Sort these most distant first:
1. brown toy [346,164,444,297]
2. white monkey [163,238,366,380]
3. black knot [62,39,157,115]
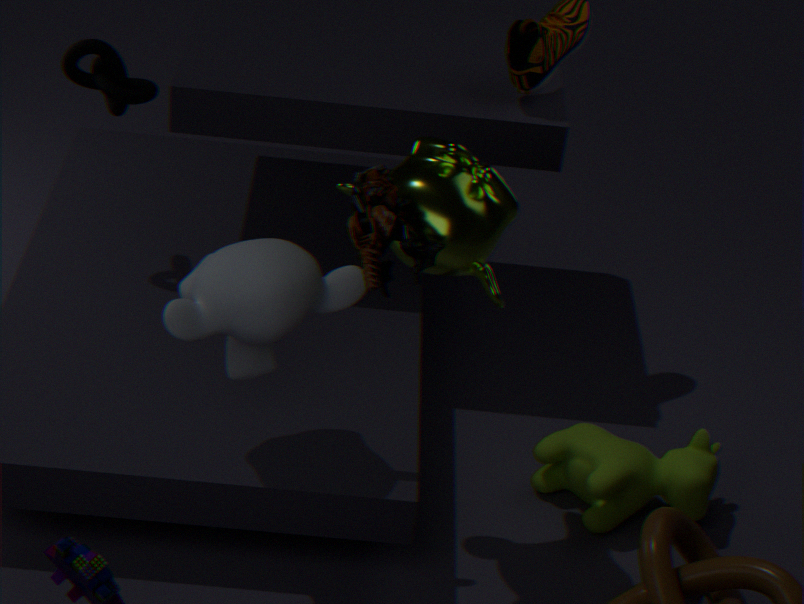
black knot [62,39,157,115] < white monkey [163,238,366,380] < brown toy [346,164,444,297]
